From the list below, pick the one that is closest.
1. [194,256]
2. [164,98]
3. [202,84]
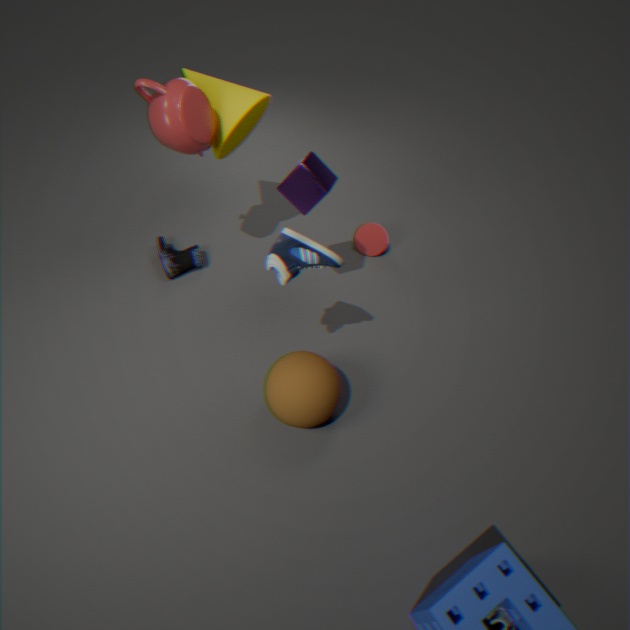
[164,98]
